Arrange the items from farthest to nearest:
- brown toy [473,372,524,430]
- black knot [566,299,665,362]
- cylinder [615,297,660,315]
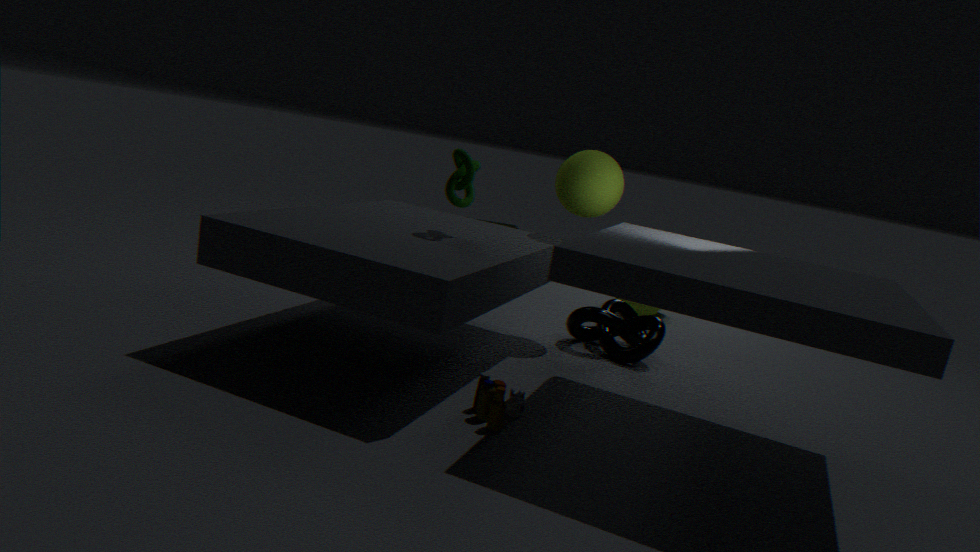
cylinder [615,297,660,315] → black knot [566,299,665,362] → brown toy [473,372,524,430]
